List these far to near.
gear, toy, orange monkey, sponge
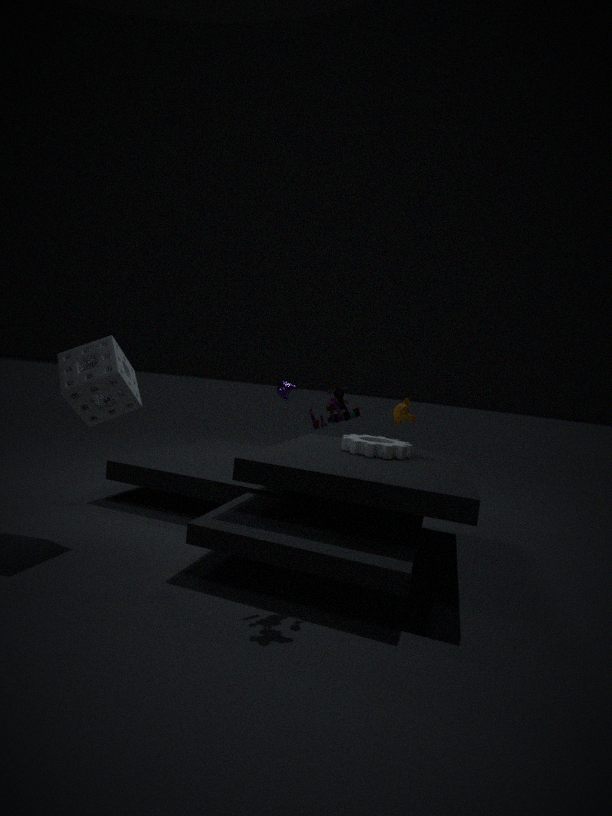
orange monkey → gear → sponge → toy
